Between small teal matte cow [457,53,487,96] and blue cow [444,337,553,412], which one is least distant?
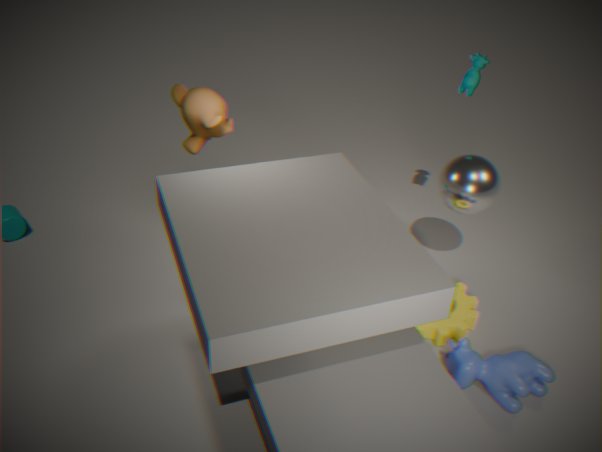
blue cow [444,337,553,412]
